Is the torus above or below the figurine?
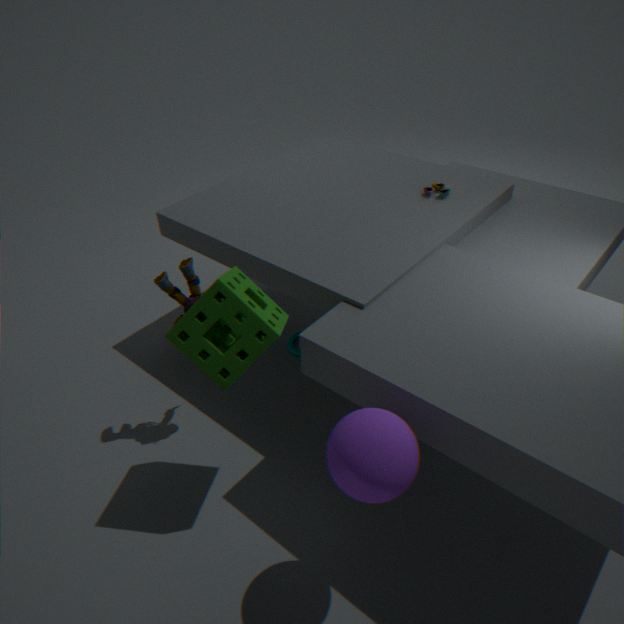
below
